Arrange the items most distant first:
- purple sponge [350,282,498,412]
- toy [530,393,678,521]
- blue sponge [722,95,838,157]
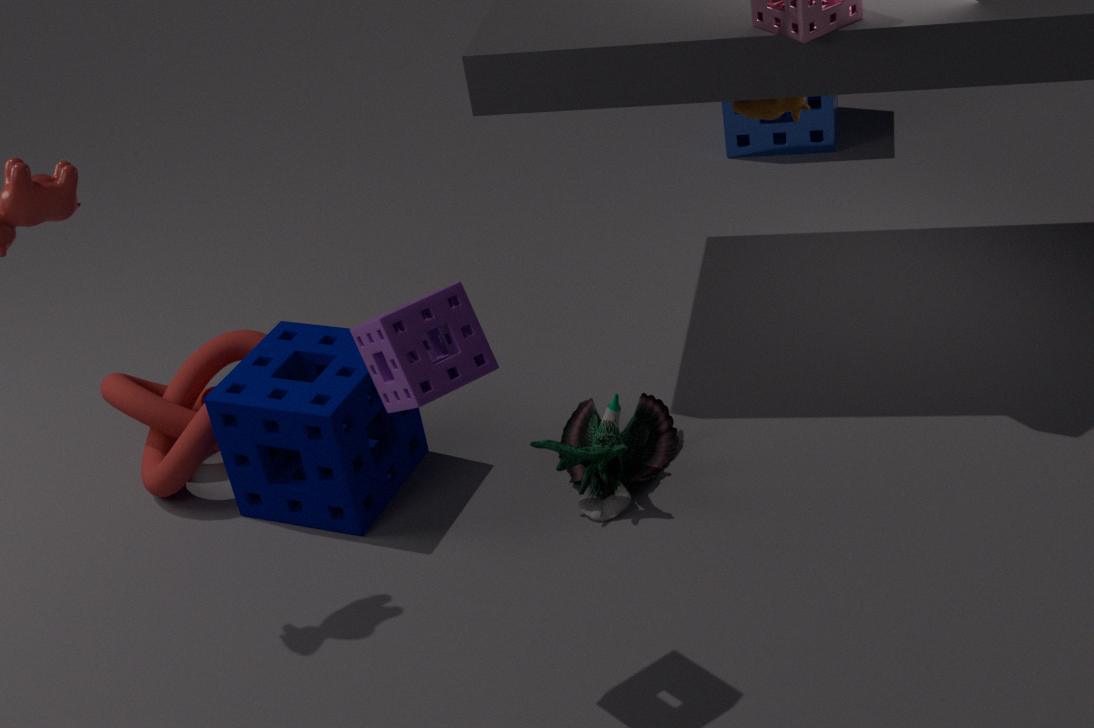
blue sponge [722,95,838,157] < toy [530,393,678,521] < purple sponge [350,282,498,412]
